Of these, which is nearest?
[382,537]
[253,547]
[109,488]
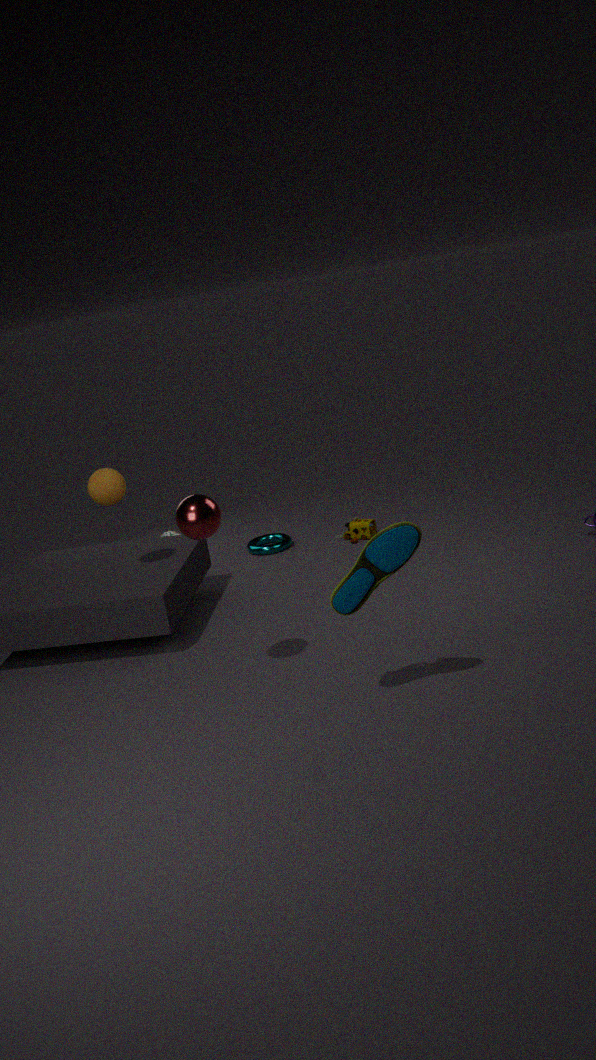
[382,537]
